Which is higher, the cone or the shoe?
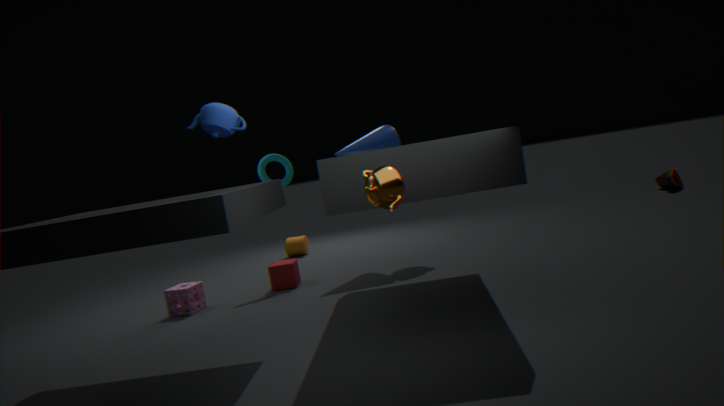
the cone
